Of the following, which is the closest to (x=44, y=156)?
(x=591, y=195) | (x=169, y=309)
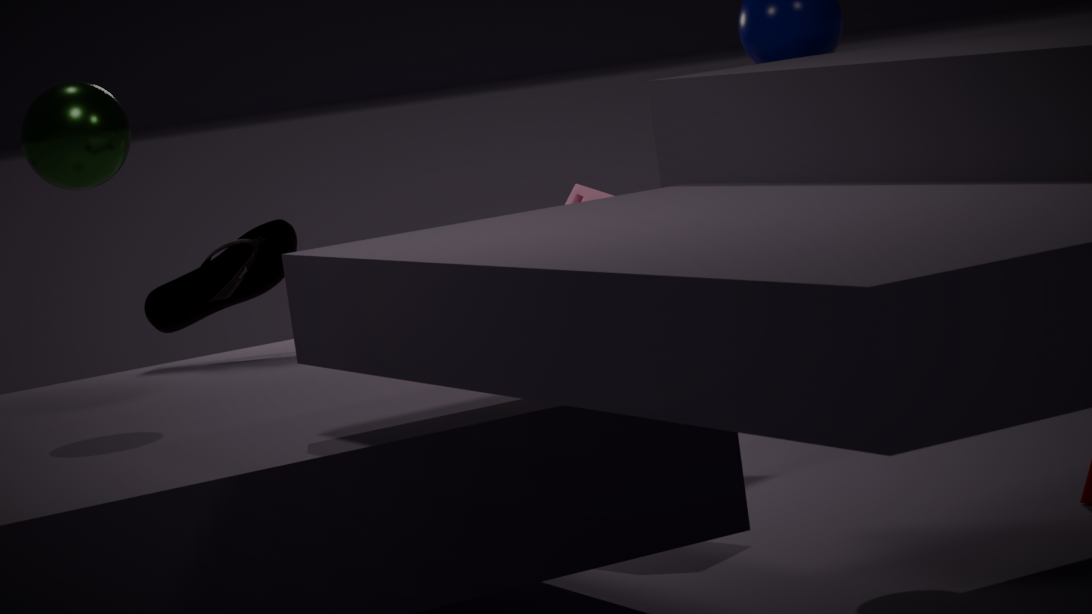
(x=169, y=309)
